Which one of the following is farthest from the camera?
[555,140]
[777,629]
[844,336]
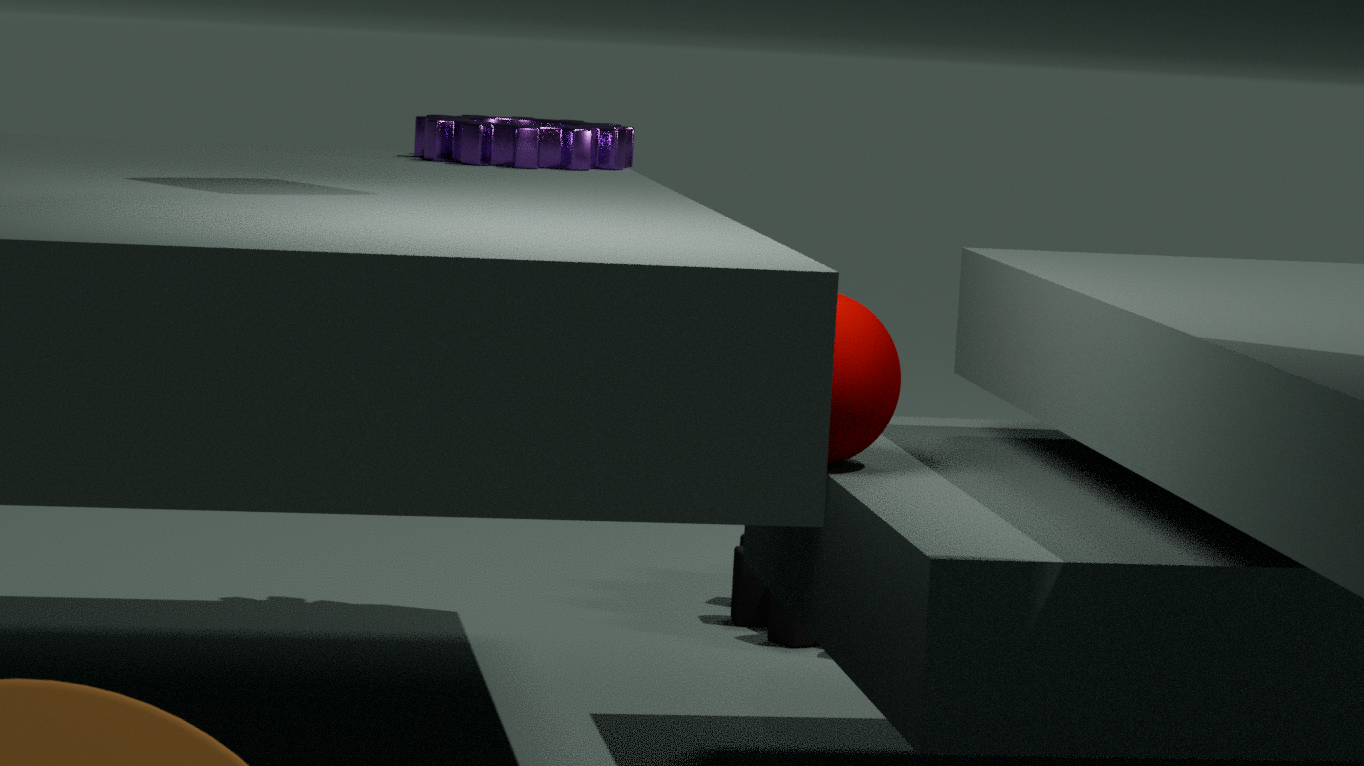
[777,629]
